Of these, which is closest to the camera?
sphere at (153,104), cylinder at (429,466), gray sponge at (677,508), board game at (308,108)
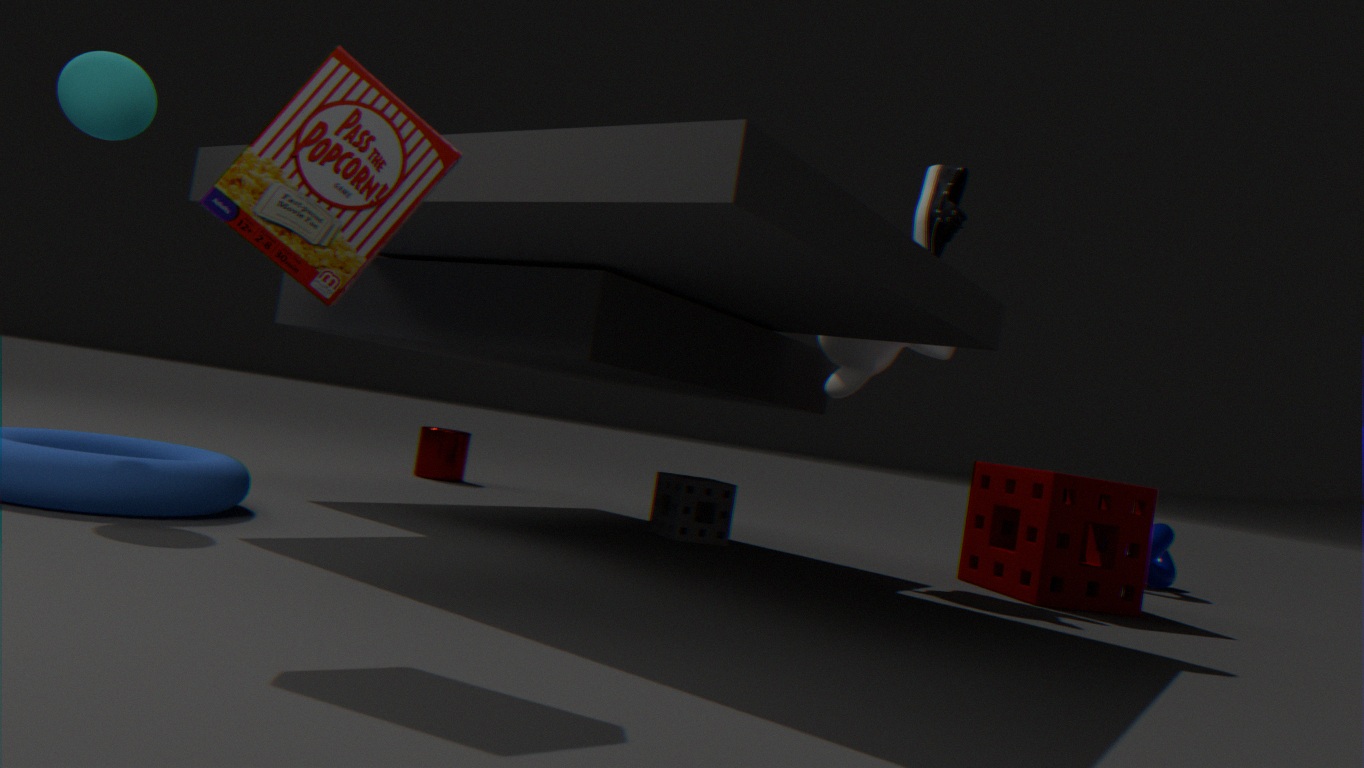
board game at (308,108)
